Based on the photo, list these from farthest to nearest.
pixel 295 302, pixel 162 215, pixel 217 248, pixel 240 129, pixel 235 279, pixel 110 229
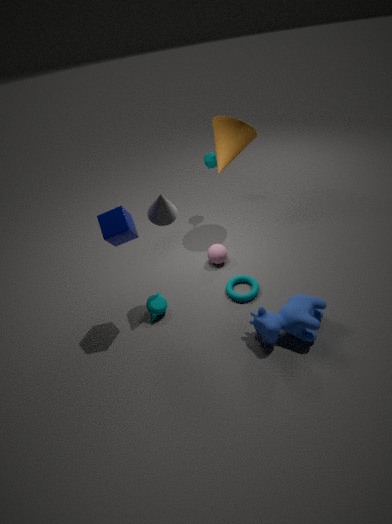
1. pixel 217 248
2. pixel 240 129
3. pixel 235 279
4. pixel 162 215
5. pixel 295 302
6. pixel 110 229
